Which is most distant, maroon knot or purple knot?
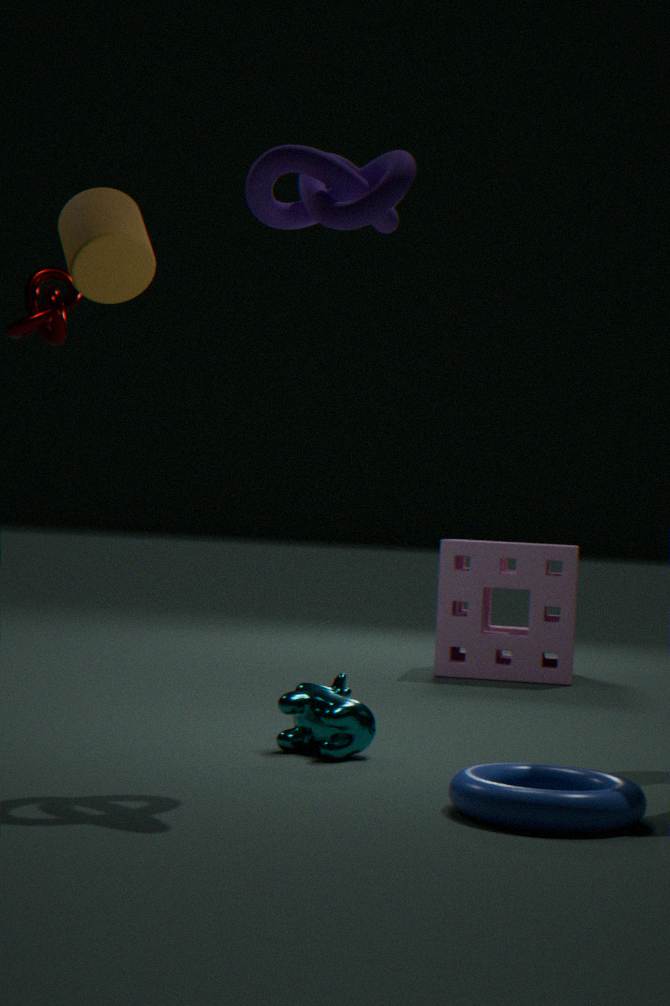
maroon knot
